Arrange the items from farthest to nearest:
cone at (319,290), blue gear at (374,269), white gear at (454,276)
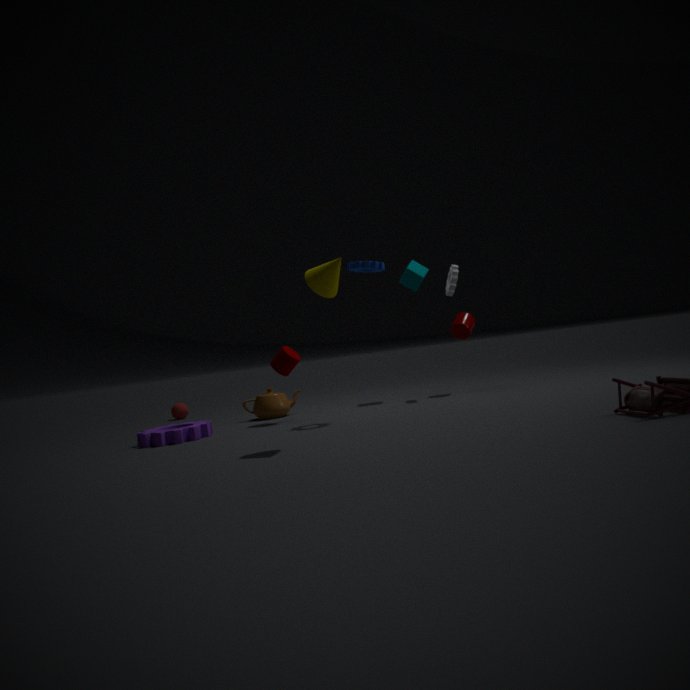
1. white gear at (454,276)
2. blue gear at (374,269)
3. cone at (319,290)
